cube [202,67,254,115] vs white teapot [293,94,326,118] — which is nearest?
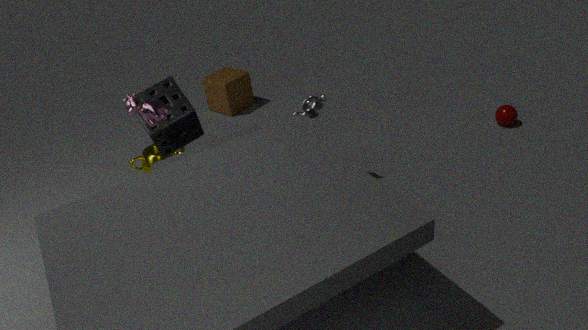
white teapot [293,94,326,118]
